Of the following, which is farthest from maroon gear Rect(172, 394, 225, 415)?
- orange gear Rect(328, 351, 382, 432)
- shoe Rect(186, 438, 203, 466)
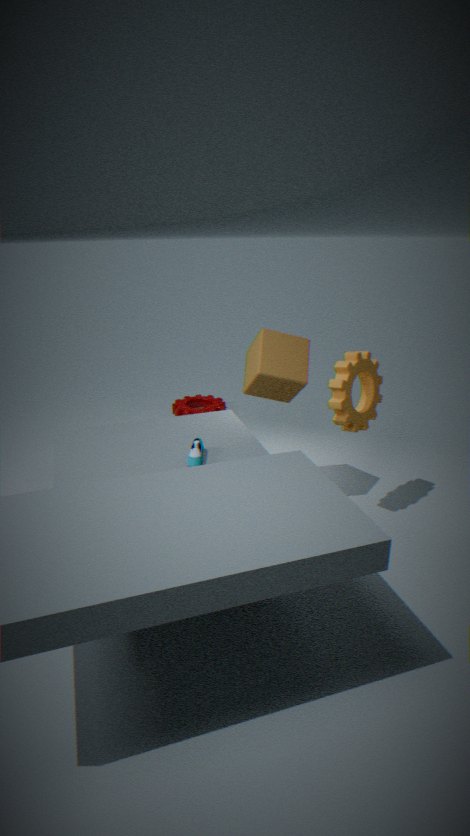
orange gear Rect(328, 351, 382, 432)
